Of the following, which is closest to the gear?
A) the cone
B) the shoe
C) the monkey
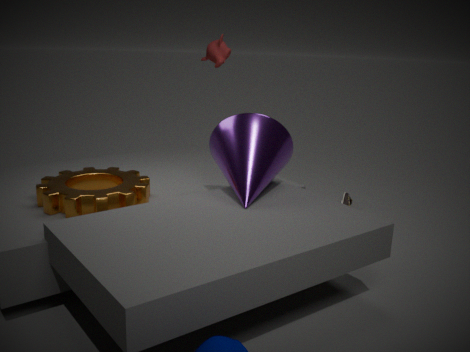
the cone
